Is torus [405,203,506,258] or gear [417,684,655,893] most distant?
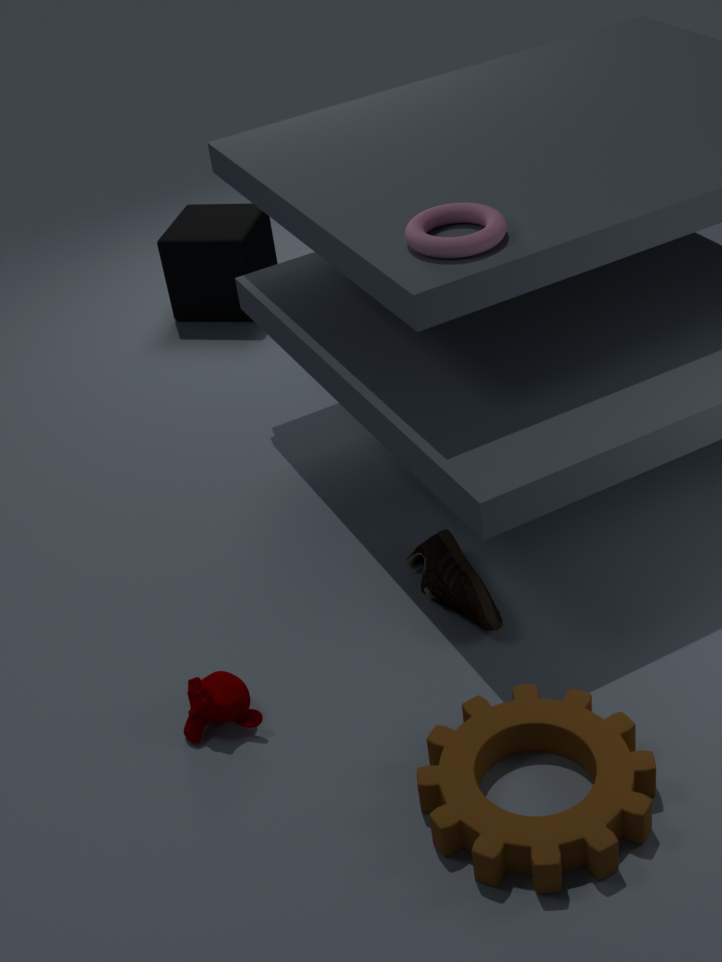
torus [405,203,506,258]
